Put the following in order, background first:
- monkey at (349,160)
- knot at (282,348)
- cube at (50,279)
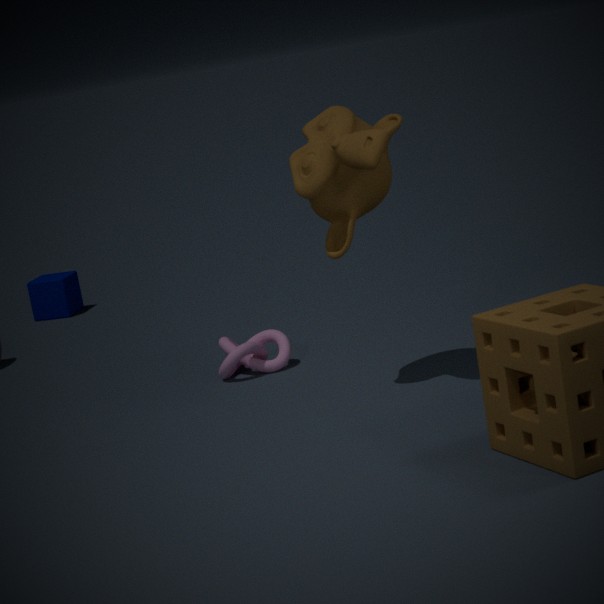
cube at (50,279), knot at (282,348), monkey at (349,160)
